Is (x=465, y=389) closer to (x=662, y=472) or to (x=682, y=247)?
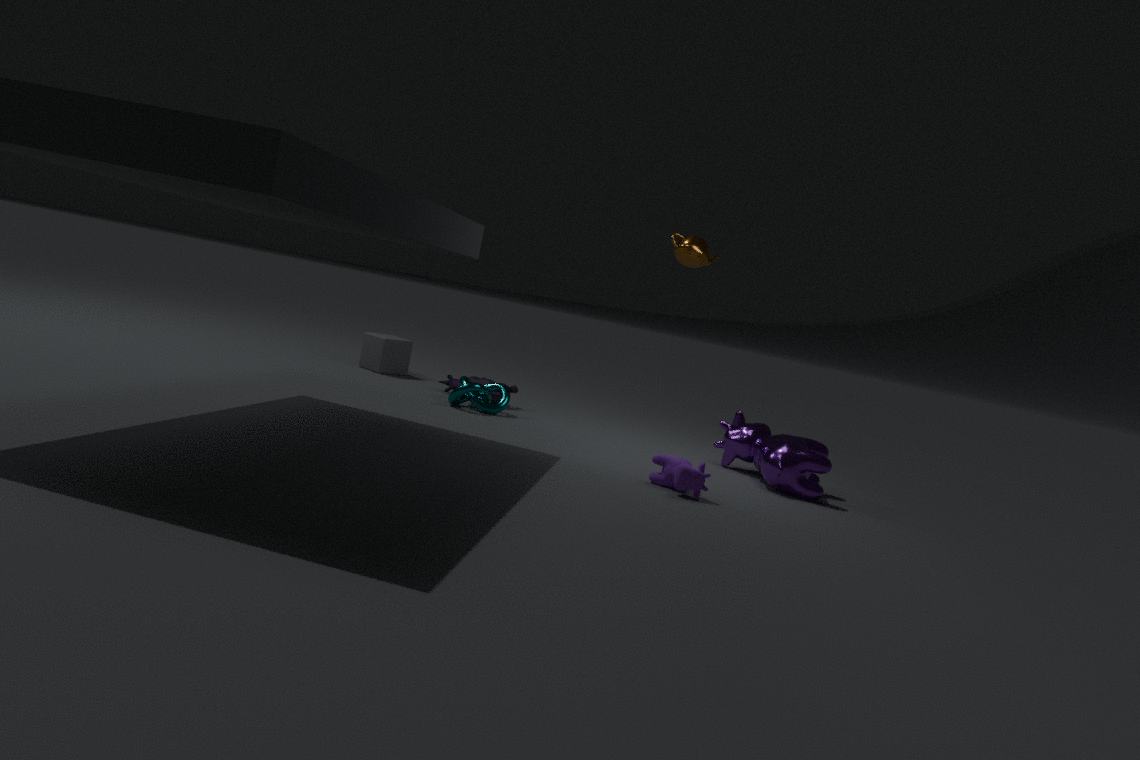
(x=662, y=472)
